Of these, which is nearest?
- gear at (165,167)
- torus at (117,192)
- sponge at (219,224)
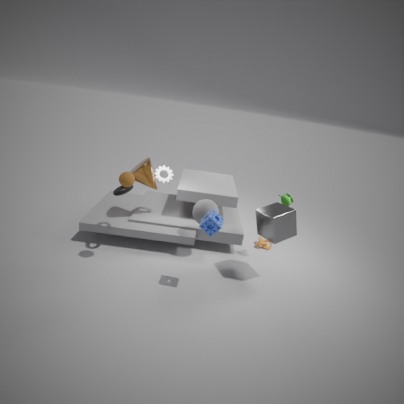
sponge at (219,224)
